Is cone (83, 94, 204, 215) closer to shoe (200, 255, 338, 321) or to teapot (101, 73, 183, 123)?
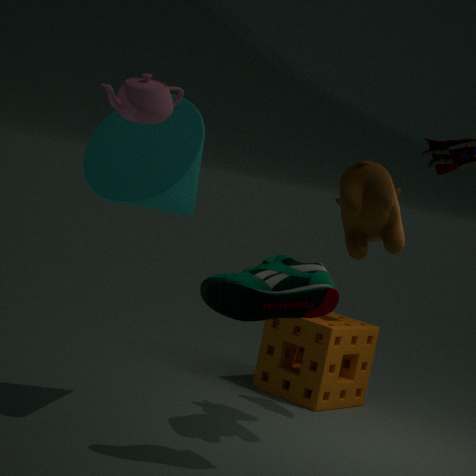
teapot (101, 73, 183, 123)
